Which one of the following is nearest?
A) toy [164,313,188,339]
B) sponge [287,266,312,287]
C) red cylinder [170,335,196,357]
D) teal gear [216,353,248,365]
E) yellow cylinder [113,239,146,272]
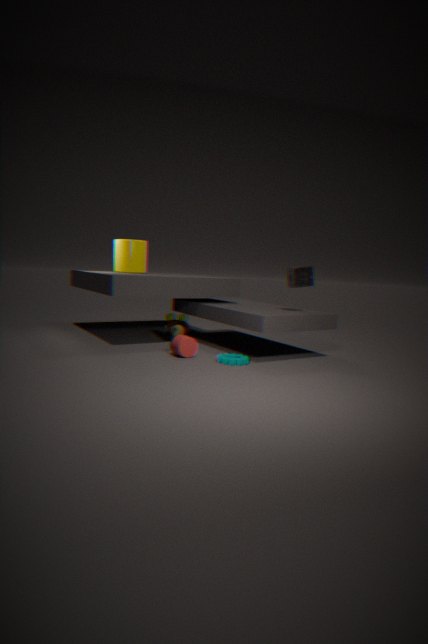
teal gear [216,353,248,365]
